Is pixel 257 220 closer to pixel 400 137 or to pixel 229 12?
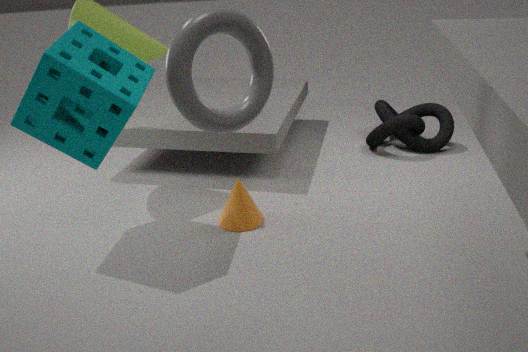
pixel 229 12
